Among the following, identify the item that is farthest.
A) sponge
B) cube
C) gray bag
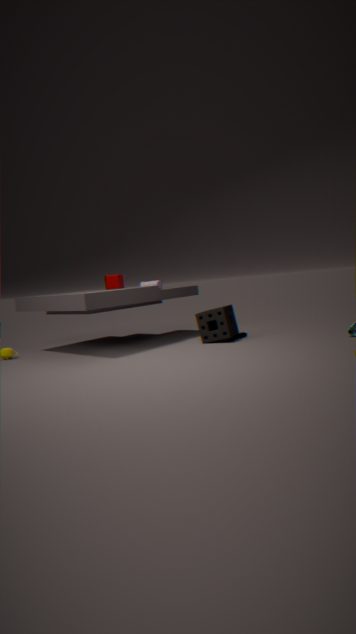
cube
